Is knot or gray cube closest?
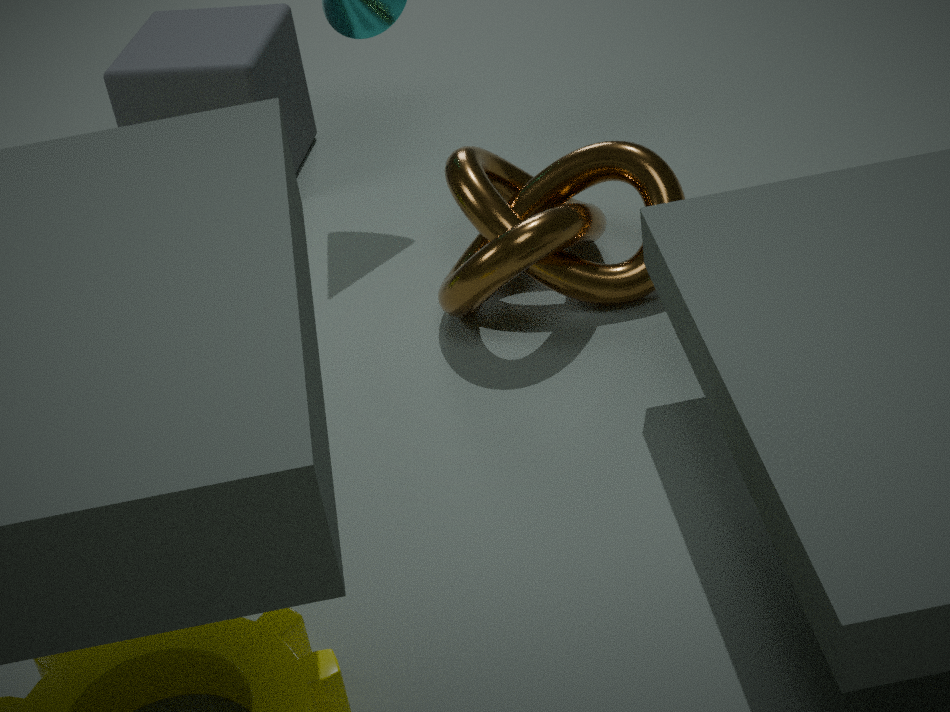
knot
